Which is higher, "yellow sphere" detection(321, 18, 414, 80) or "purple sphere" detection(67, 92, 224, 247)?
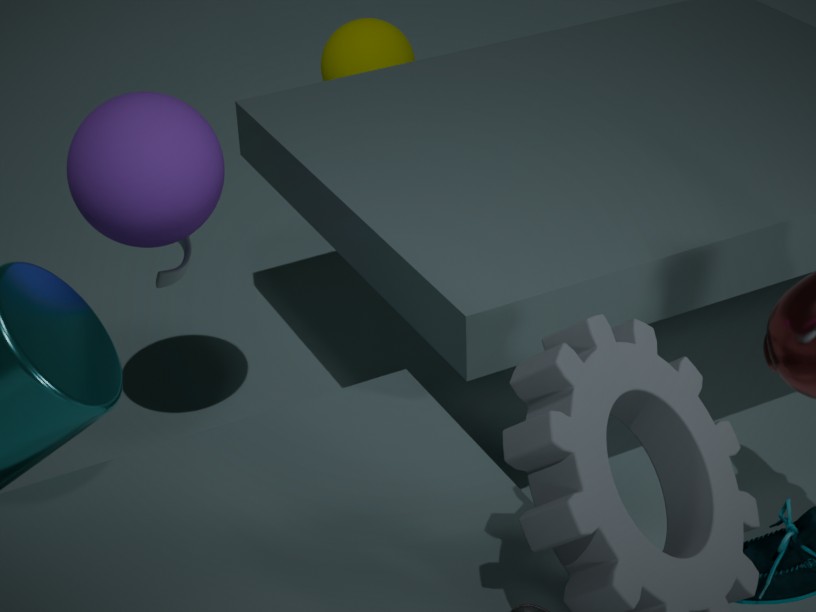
"purple sphere" detection(67, 92, 224, 247)
